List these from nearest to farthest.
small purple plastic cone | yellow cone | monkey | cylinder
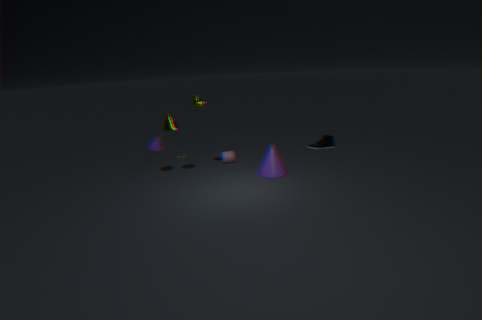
1. yellow cone
2. monkey
3. small purple plastic cone
4. cylinder
